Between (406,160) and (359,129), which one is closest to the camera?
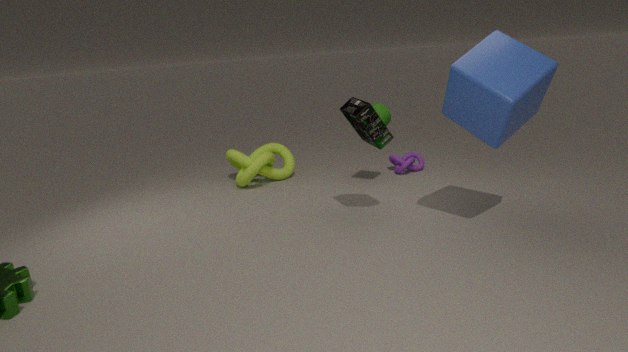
(359,129)
